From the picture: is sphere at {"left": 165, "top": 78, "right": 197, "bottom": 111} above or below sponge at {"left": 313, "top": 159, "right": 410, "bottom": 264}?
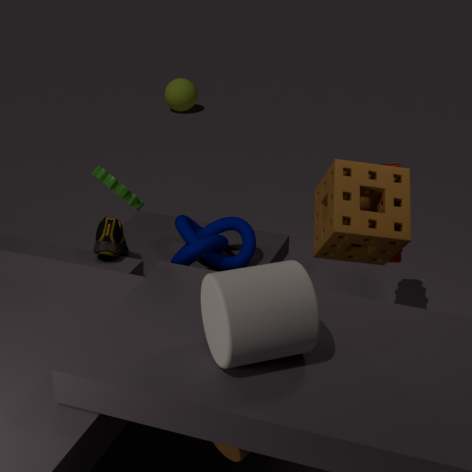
below
